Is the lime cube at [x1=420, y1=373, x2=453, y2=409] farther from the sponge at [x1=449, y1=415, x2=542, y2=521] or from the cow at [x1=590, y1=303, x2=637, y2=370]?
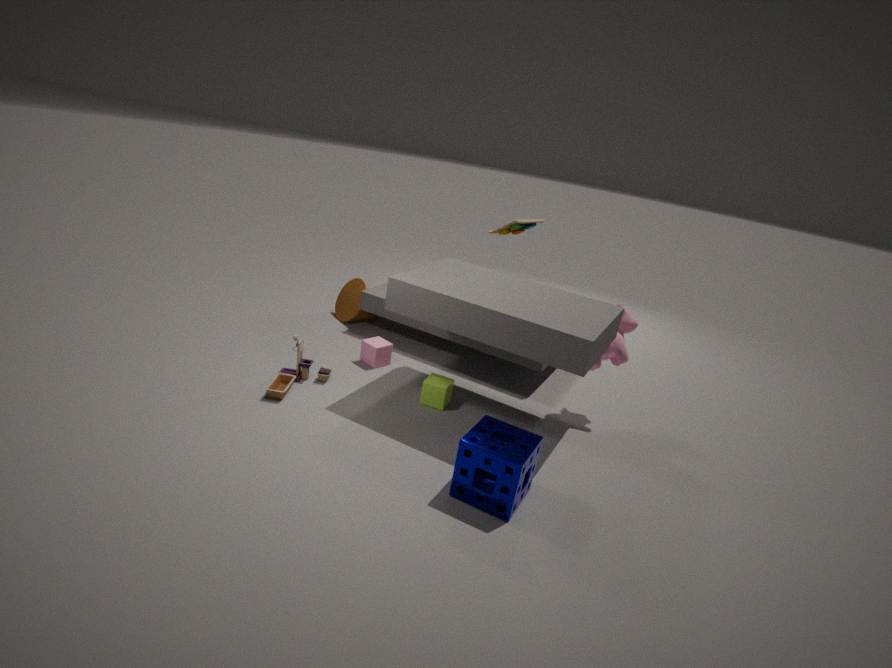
the cow at [x1=590, y1=303, x2=637, y2=370]
